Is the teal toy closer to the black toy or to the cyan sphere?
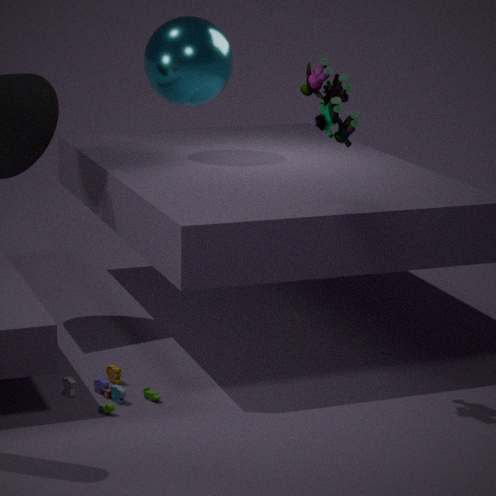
the cyan sphere
